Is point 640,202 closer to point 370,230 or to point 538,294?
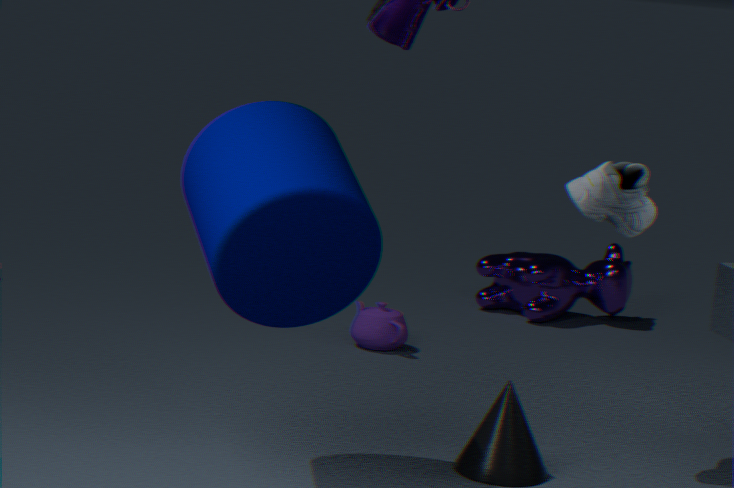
point 370,230
